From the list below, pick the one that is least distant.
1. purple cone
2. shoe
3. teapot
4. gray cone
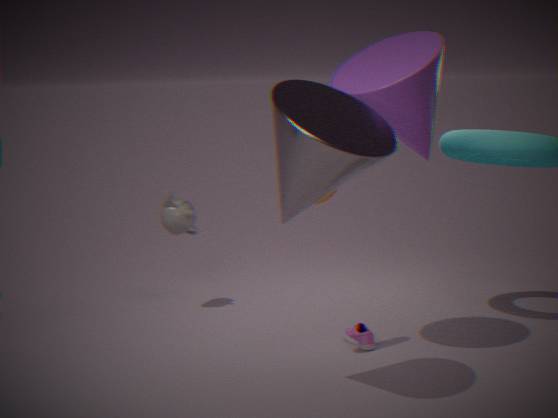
gray cone
